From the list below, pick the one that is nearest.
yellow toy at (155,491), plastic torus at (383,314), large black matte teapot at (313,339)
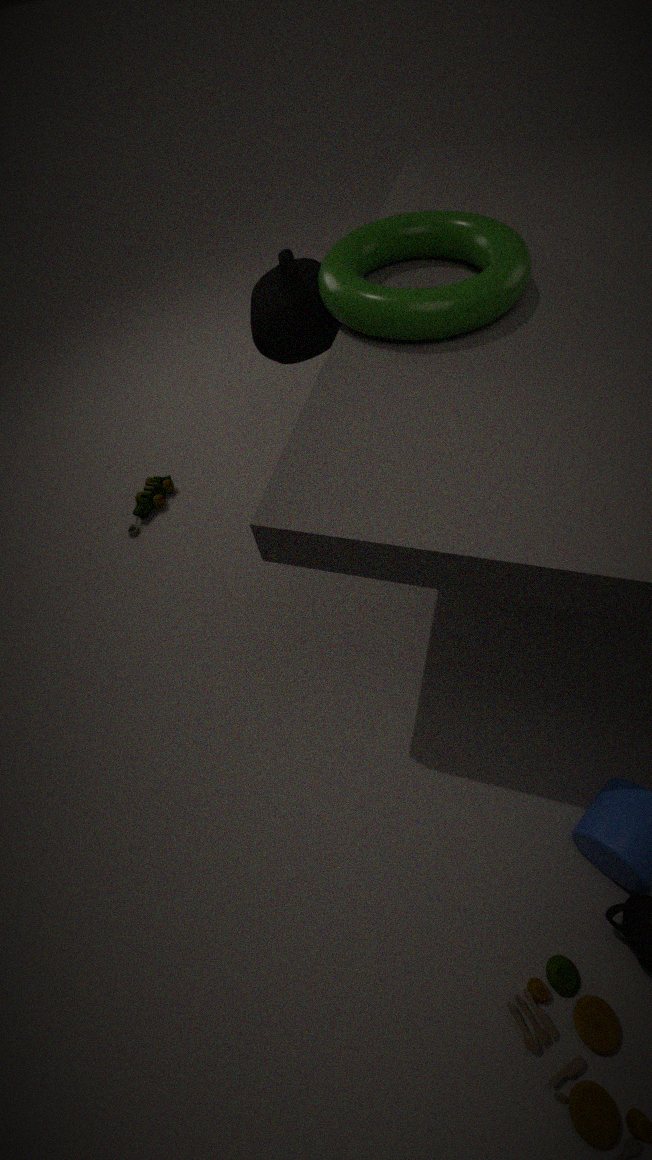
plastic torus at (383,314)
